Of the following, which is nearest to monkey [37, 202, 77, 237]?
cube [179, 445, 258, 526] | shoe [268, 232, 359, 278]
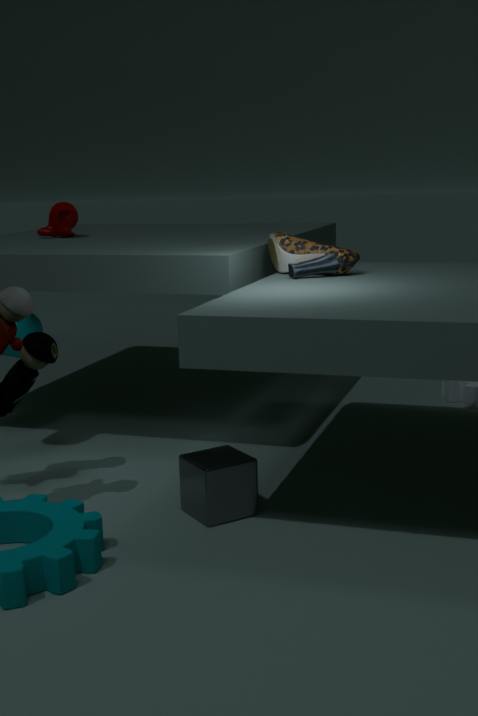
shoe [268, 232, 359, 278]
